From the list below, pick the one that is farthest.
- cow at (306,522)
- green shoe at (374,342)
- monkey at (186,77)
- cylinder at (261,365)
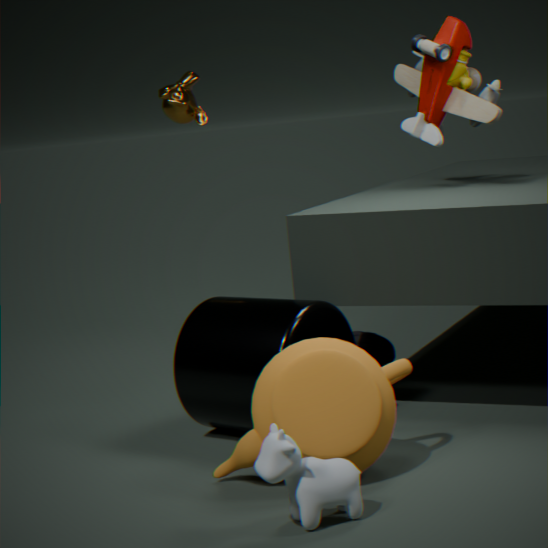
monkey at (186,77)
